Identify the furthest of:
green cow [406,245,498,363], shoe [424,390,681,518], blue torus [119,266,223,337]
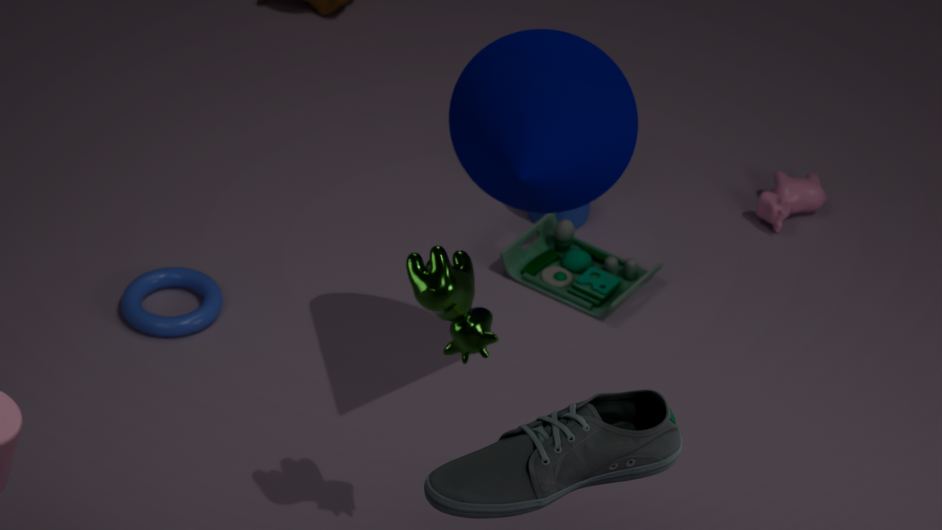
blue torus [119,266,223,337]
